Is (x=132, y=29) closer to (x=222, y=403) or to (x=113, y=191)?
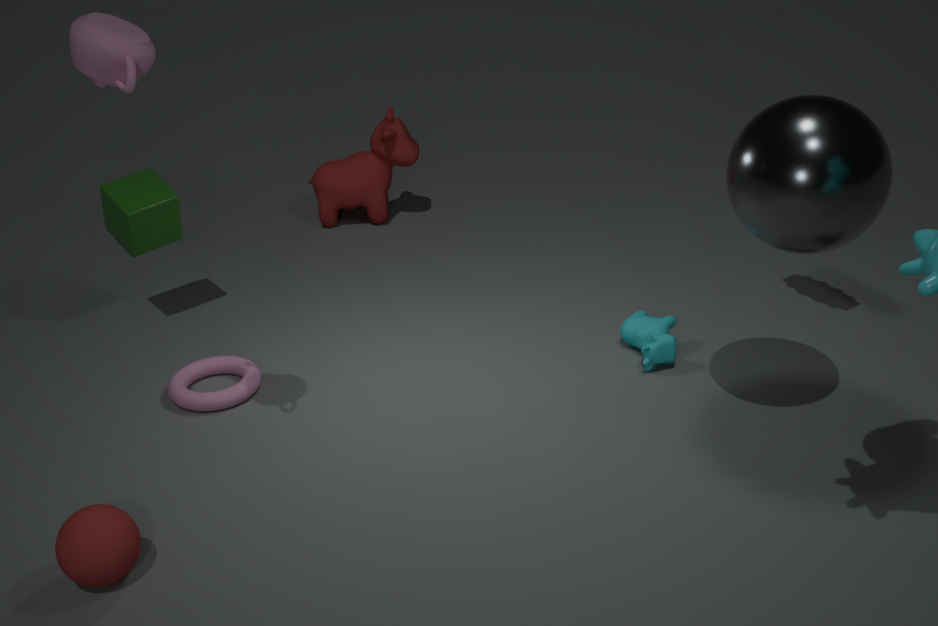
(x=222, y=403)
